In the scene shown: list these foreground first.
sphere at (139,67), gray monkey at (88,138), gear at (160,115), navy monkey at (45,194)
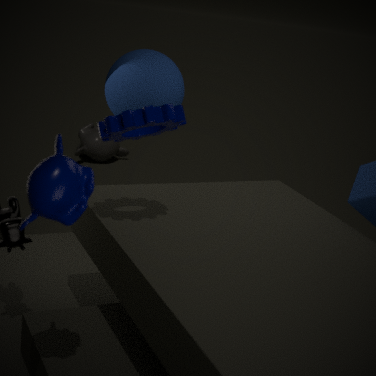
navy monkey at (45,194), gear at (160,115), sphere at (139,67), gray monkey at (88,138)
